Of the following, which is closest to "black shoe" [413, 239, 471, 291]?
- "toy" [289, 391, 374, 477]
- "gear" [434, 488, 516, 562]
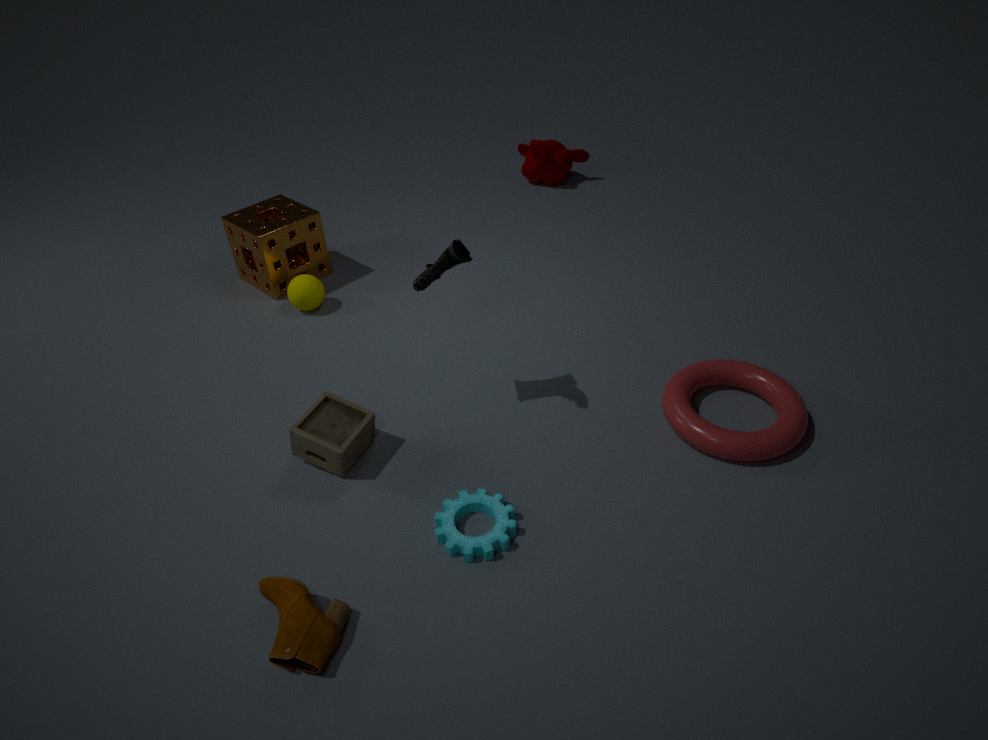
"toy" [289, 391, 374, 477]
